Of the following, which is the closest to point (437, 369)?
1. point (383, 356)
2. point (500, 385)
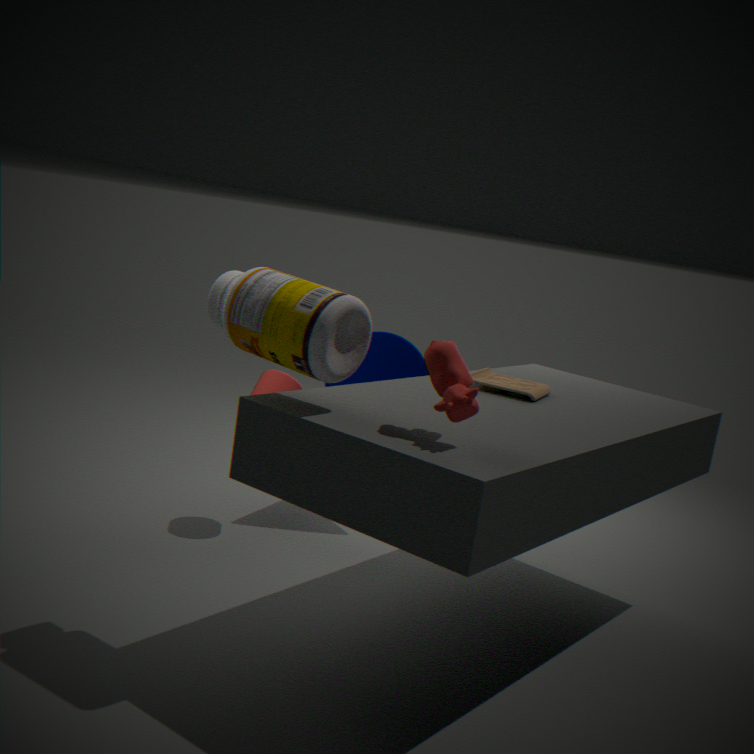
point (500, 385)
